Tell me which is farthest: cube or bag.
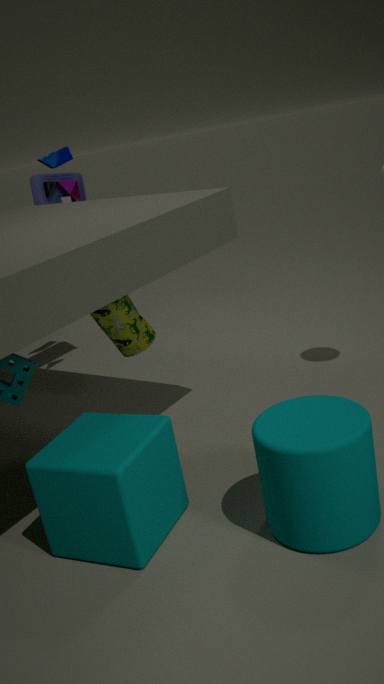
bag
